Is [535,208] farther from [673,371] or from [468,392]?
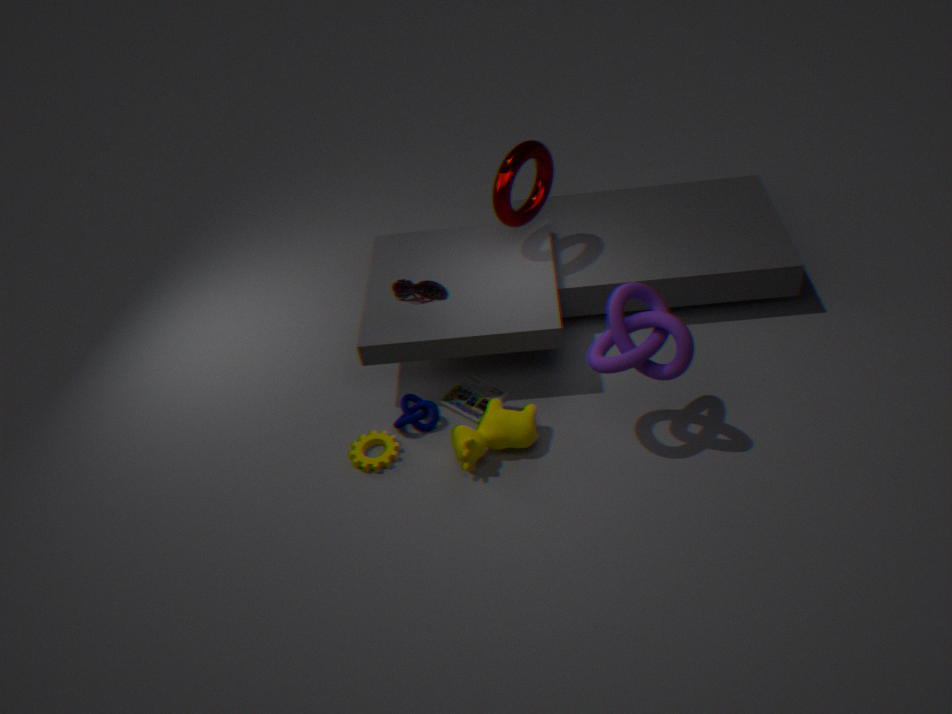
[673,371]
